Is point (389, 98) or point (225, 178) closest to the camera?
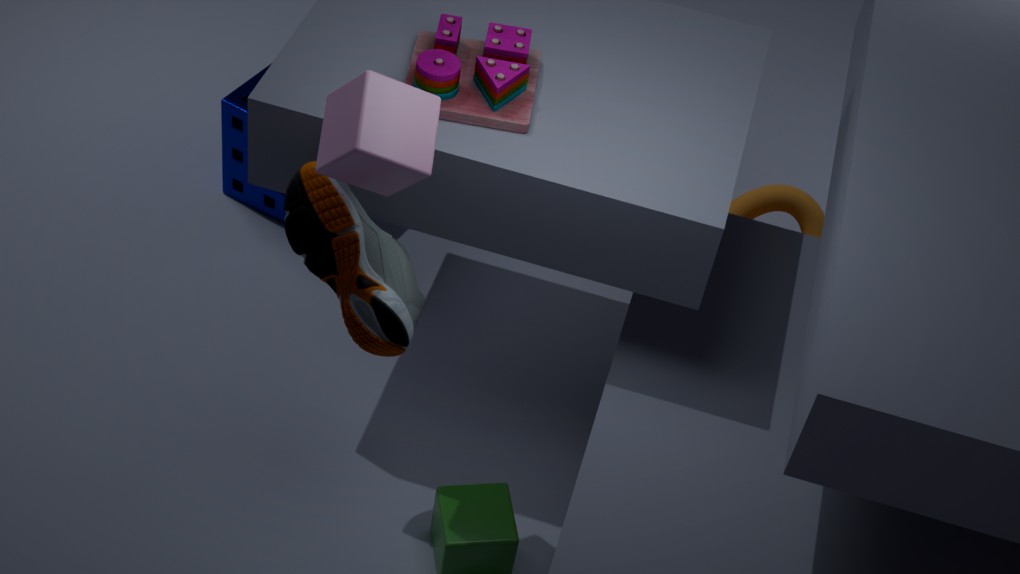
point (389, 98)
